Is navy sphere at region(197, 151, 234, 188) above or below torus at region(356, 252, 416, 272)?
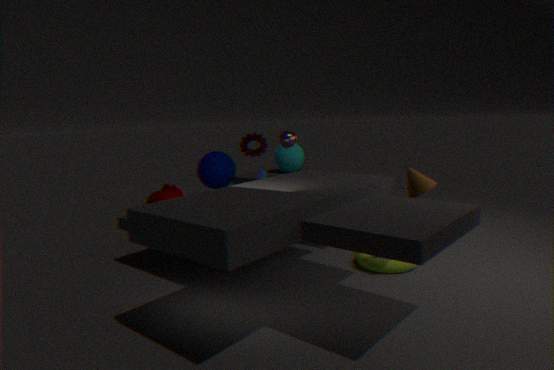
above
